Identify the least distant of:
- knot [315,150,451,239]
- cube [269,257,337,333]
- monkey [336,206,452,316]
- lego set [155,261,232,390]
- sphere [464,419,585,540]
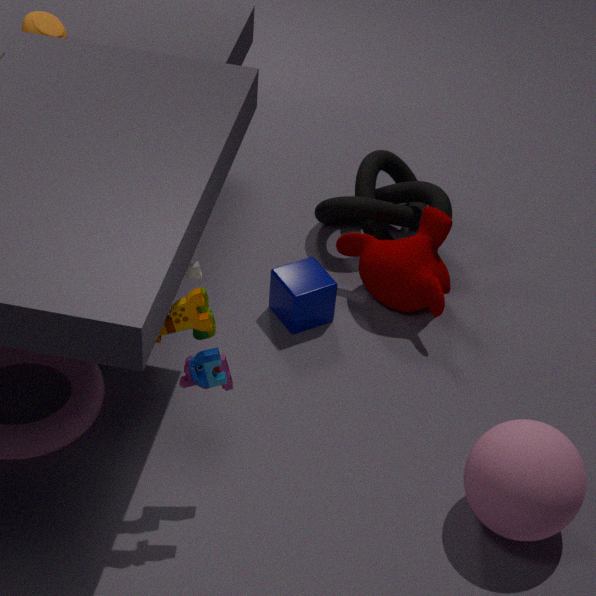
lego set [155,261,232,390]
